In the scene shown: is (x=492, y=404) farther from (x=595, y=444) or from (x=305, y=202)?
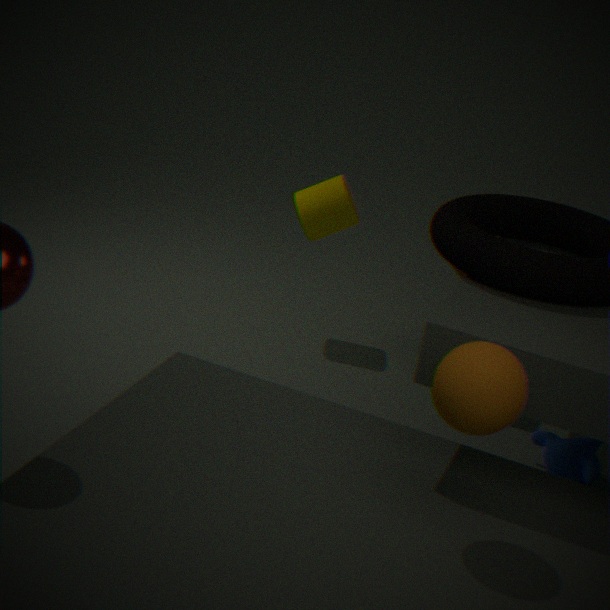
(x=305, y=202)
